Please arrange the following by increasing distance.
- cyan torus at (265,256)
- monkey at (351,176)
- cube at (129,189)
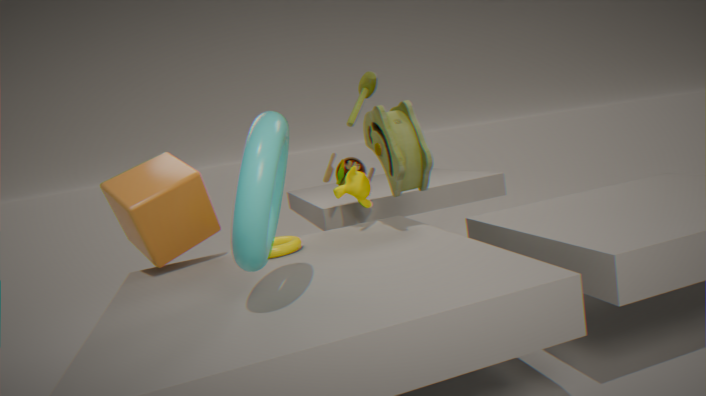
cyan torus at (265,256)
cube at (129,189)
monkey at (351,176)
